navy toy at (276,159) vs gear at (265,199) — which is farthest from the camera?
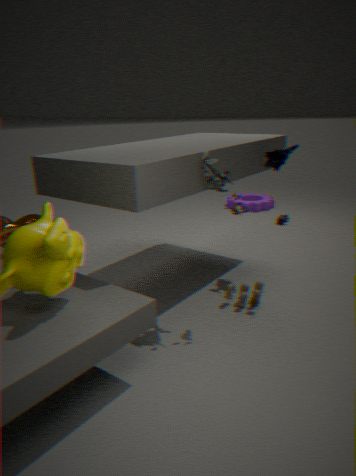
gear at (265,199)
